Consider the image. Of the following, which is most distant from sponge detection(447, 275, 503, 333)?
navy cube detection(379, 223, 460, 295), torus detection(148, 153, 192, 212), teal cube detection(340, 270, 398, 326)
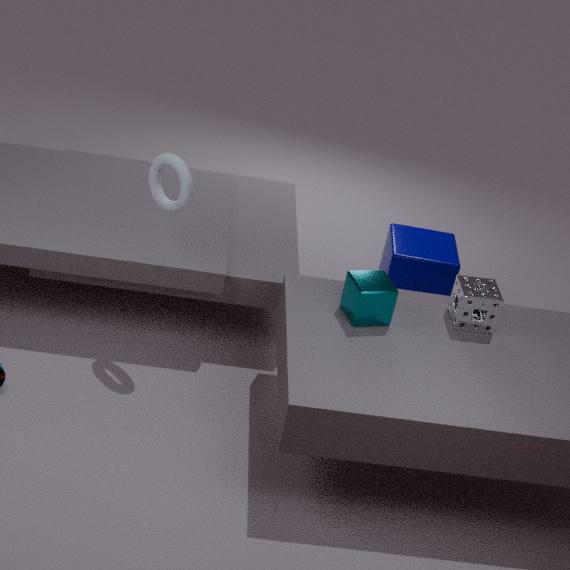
torus detection(148, 153, 192, 212)
